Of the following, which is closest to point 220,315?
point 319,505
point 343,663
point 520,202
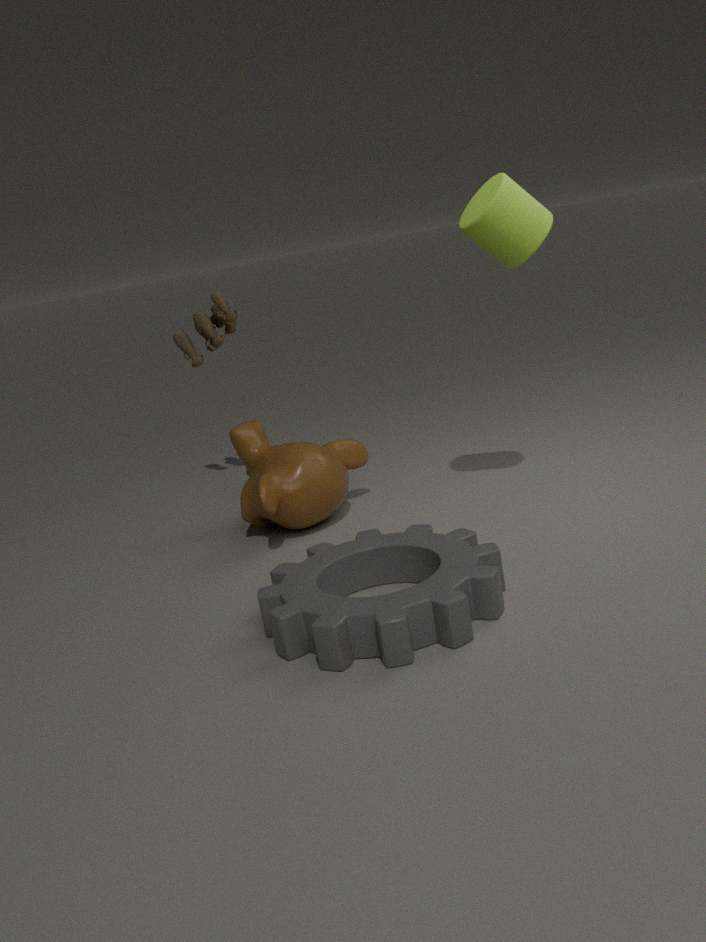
point 319,505
